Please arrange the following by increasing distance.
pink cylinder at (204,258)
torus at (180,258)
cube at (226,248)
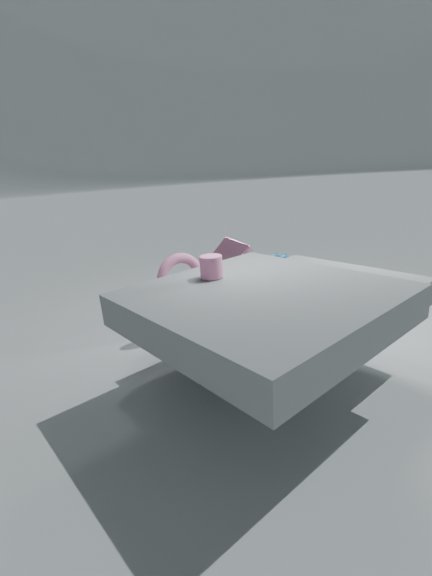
pink cylinder at (204,258) → torus at (180,258) → cube at (226,248)
